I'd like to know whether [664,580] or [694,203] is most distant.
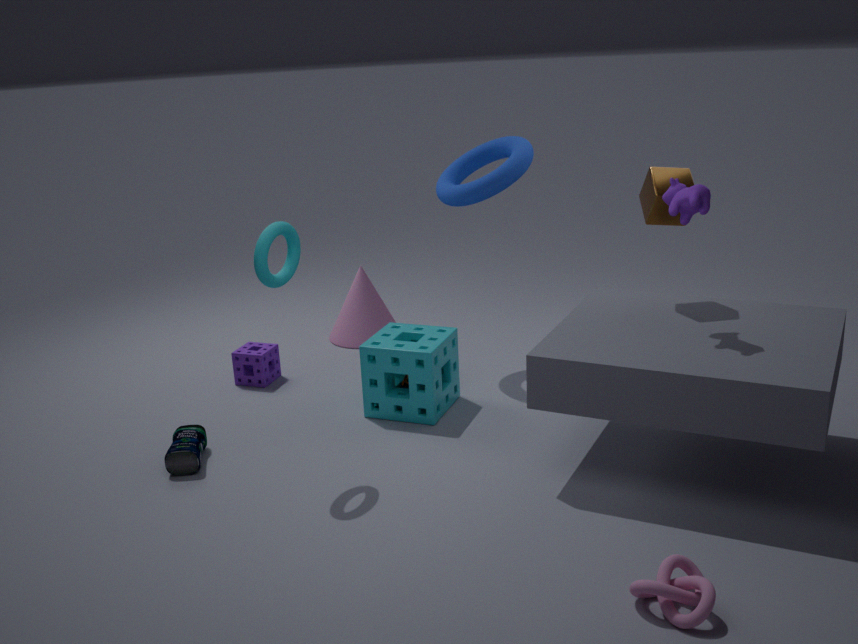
[694,203]
